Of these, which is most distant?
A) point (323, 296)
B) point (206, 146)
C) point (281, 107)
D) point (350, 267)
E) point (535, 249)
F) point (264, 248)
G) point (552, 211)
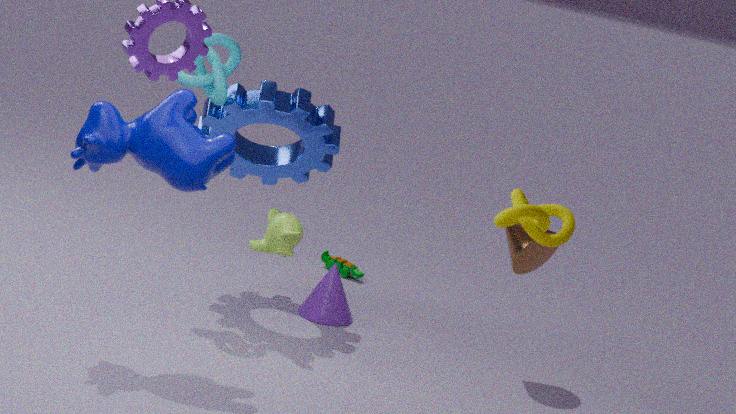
point (350, 267)
